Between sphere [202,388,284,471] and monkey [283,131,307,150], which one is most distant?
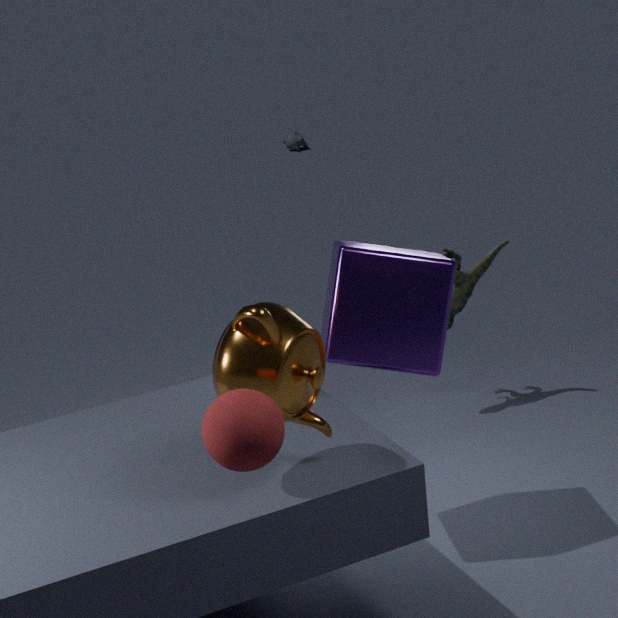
monkey [283,131,307,150]
